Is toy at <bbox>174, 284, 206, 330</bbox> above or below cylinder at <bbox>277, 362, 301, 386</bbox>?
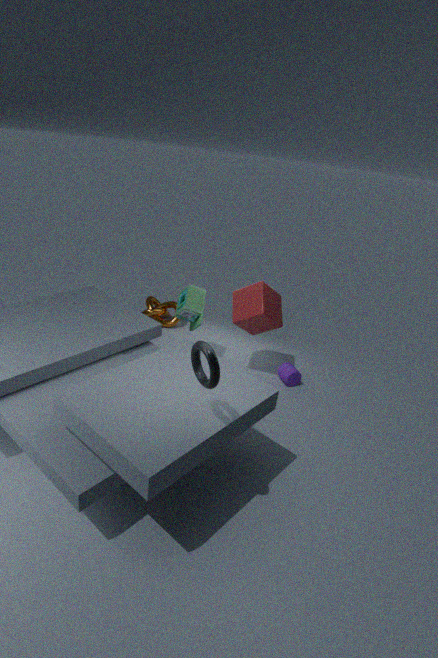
above
